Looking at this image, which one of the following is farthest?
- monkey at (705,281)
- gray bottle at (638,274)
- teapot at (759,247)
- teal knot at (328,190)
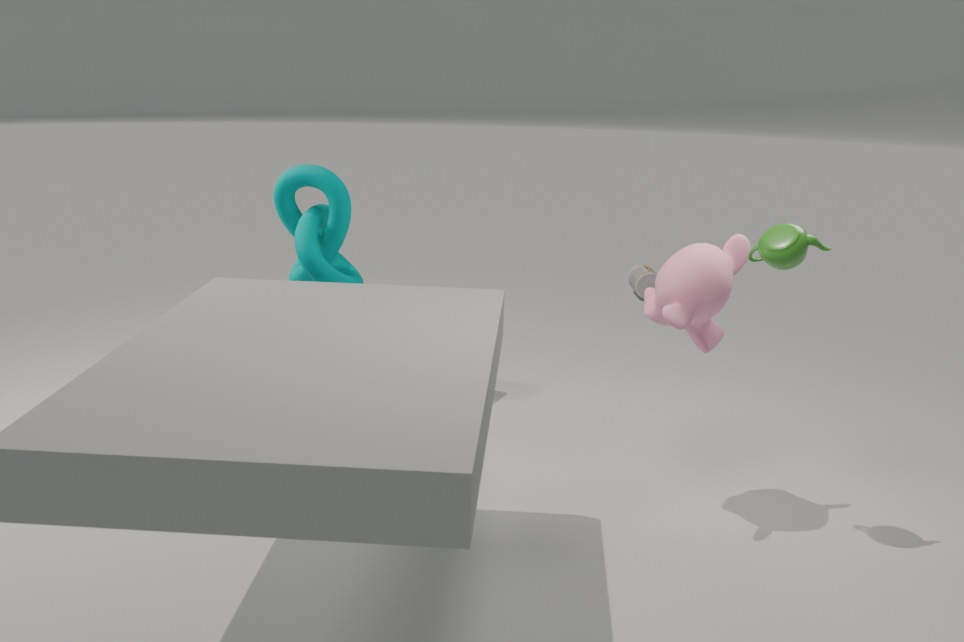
gray bottle at (638,274)
